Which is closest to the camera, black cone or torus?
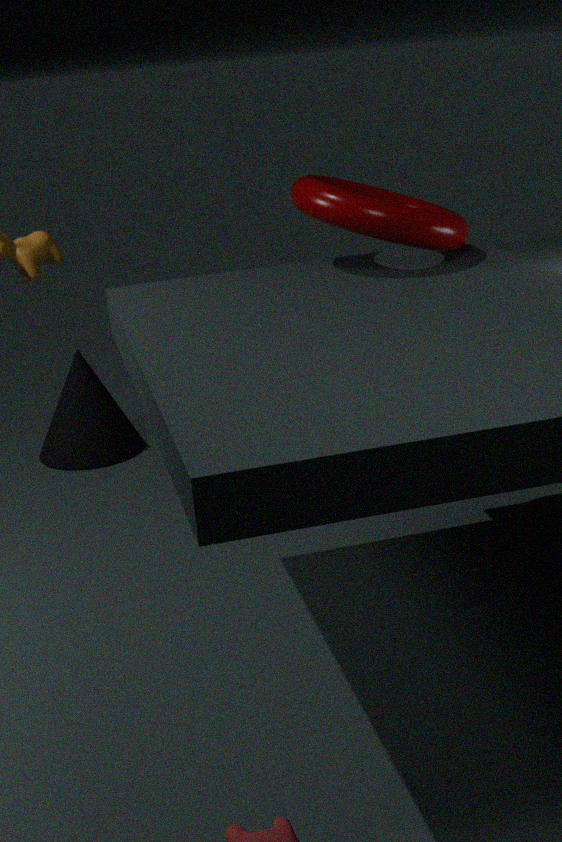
torus
